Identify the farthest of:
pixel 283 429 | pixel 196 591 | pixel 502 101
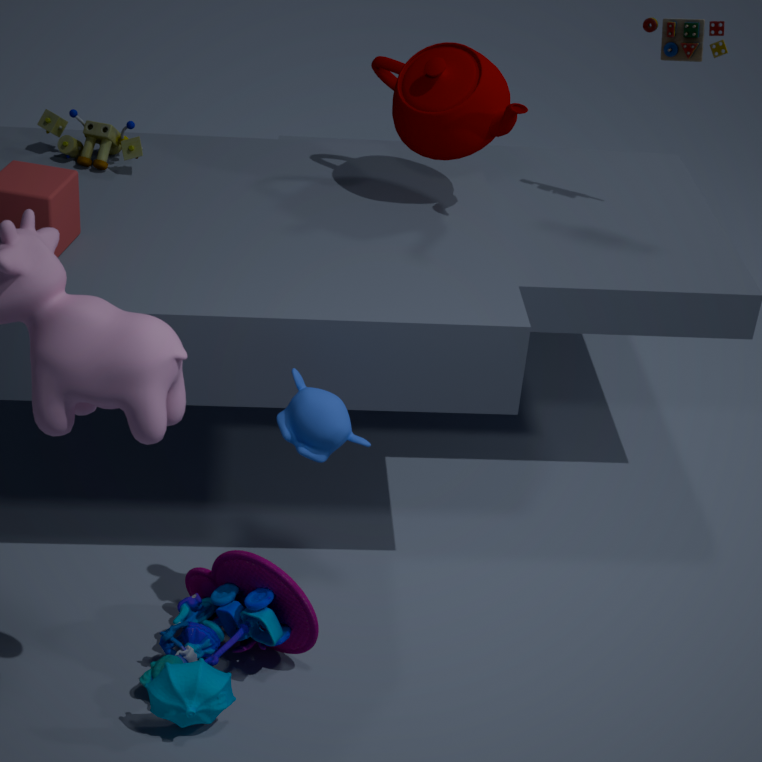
pixel 502 101
